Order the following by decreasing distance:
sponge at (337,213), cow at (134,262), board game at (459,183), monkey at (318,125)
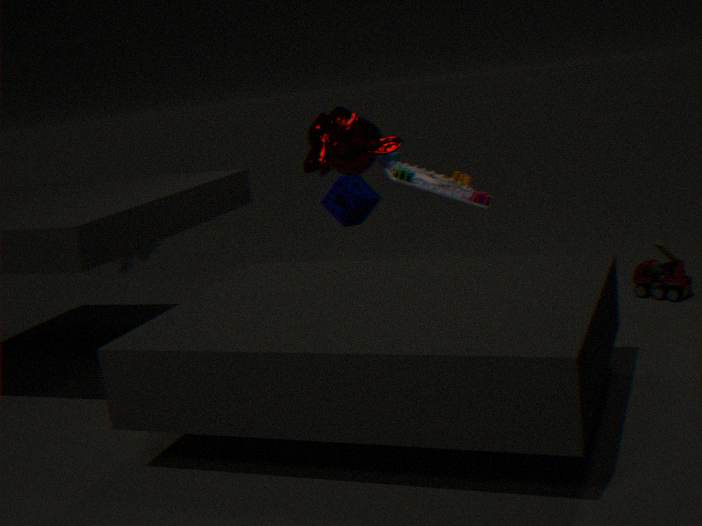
sponge at (337,213), cow at (134,262), monkey at (318,125), board game at (459,183)
